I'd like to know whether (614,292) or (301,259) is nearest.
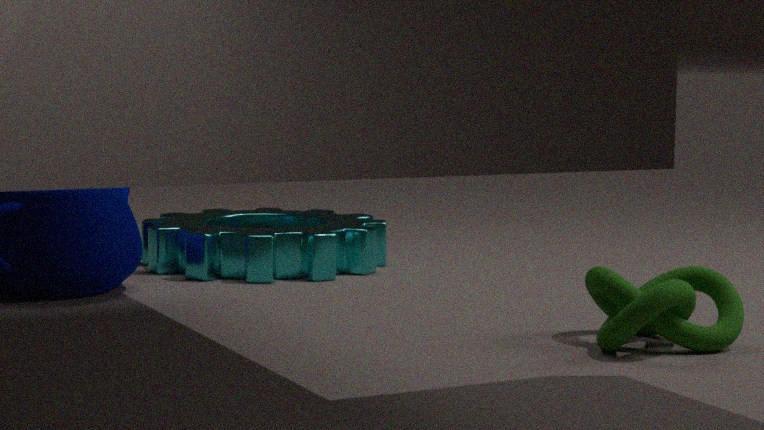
(614,292)
